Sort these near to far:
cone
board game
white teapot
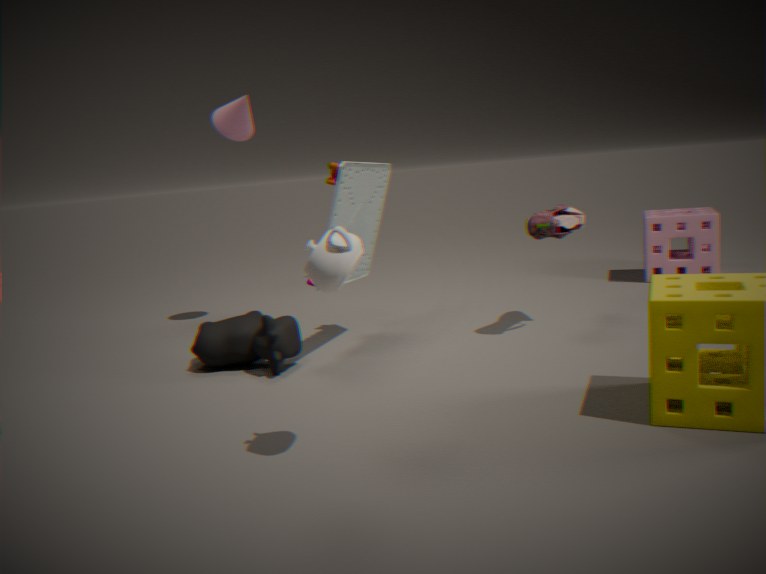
white teapot, board game, cone
